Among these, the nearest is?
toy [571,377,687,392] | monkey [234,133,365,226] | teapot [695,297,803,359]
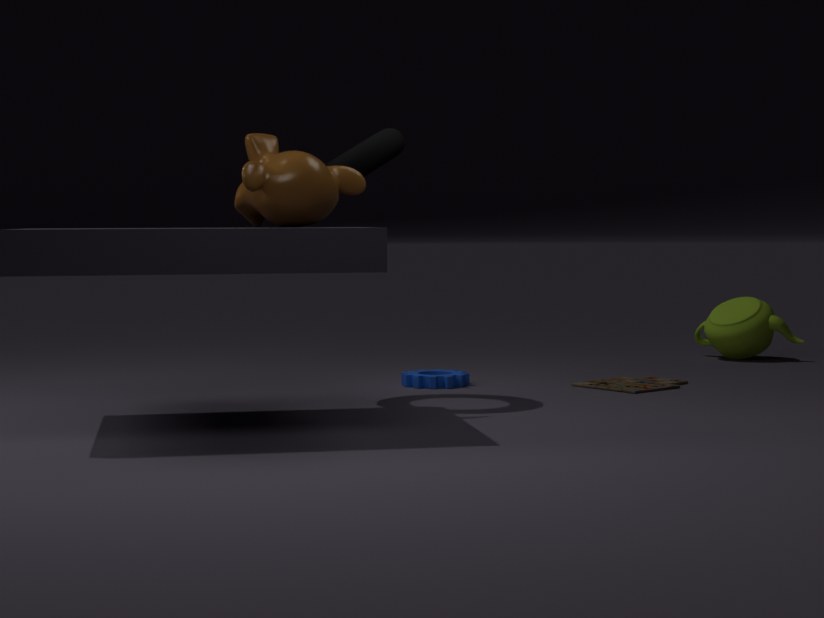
monkey [234,133,365,226]
